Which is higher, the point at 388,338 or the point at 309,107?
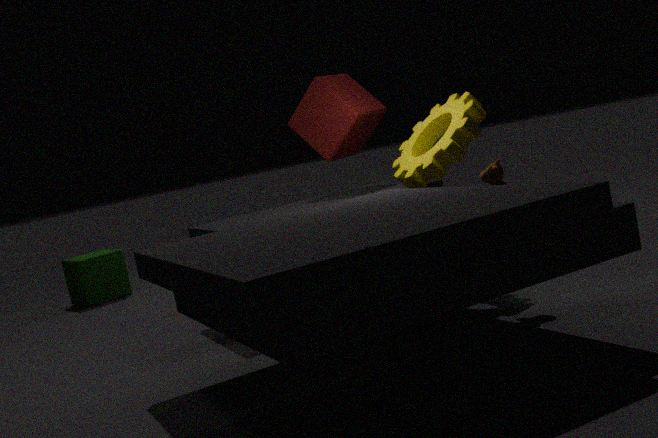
the point at 309,107
